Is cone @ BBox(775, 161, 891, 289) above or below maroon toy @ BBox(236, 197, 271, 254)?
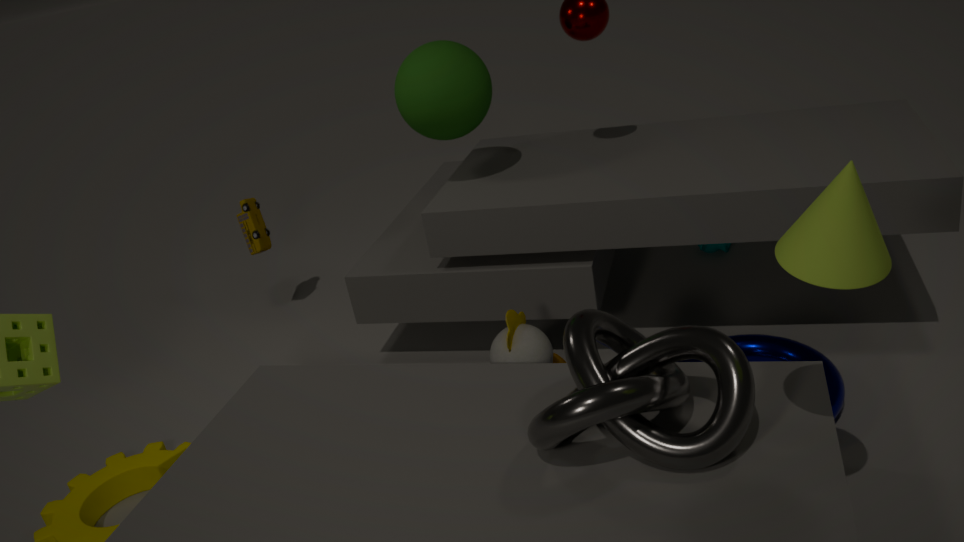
above
